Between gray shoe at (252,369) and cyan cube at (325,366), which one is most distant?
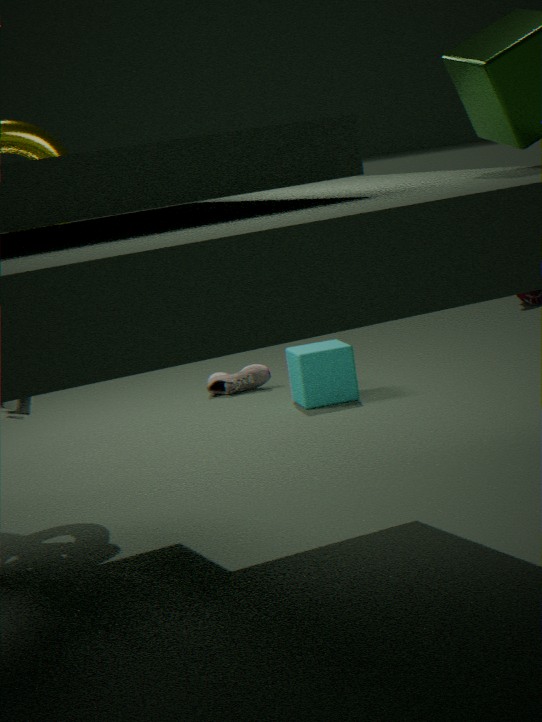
gray shoe at (252,369)
